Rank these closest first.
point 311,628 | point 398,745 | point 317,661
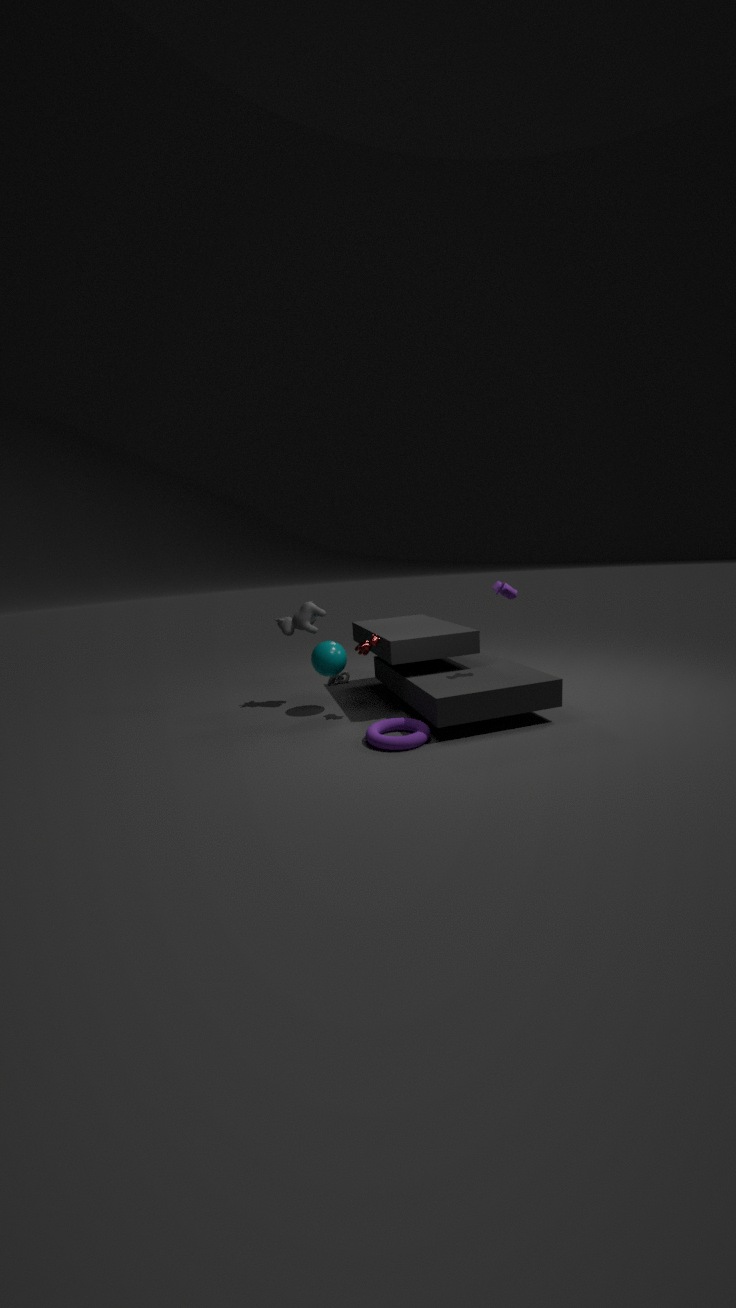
point 398,745, point 317,661, point 311,628
